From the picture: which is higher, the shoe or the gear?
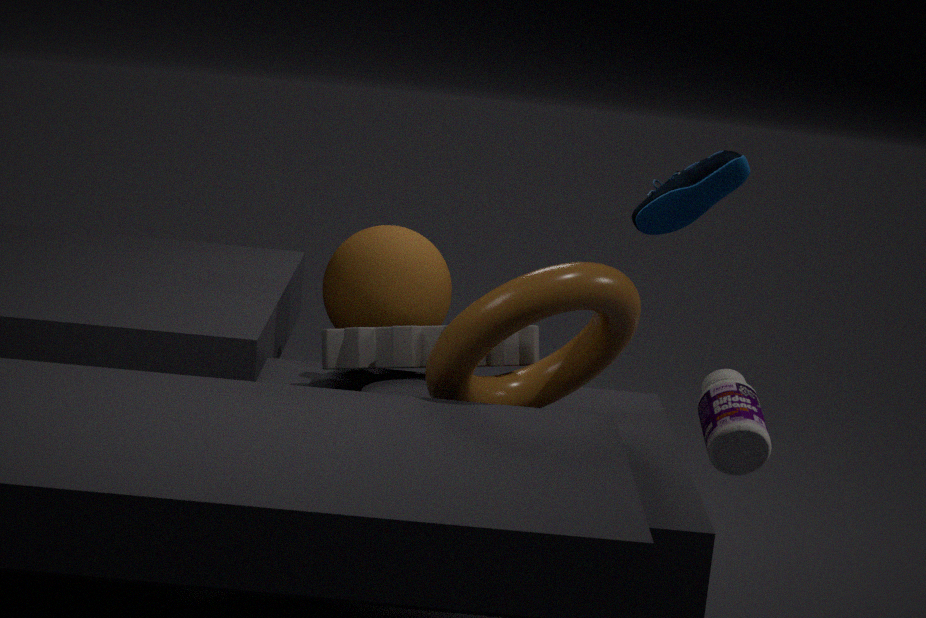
the shoe
